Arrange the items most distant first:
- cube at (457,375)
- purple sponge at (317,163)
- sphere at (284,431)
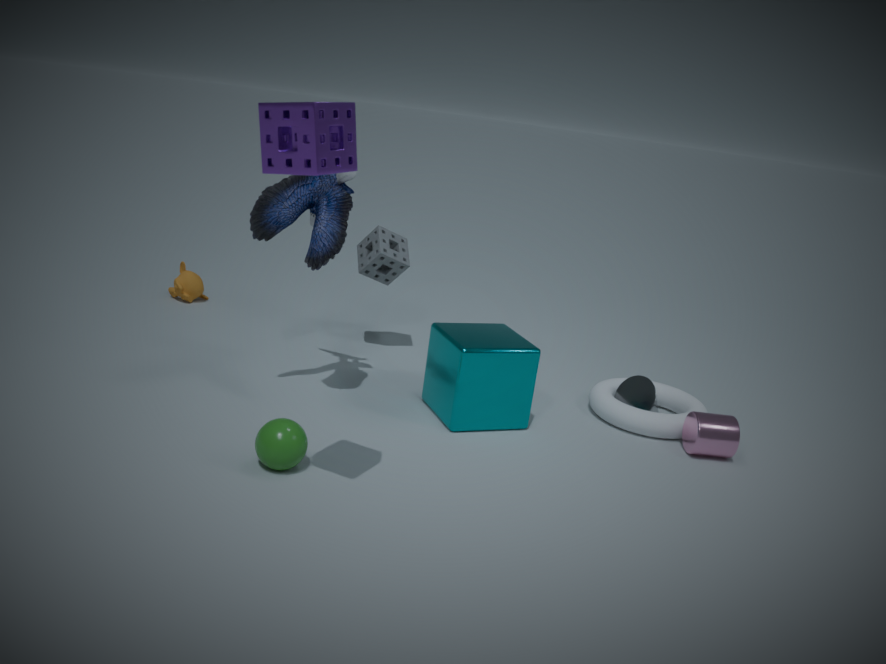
cube at (457,375), sphere at (284,431), purple sponge at (317,163)
